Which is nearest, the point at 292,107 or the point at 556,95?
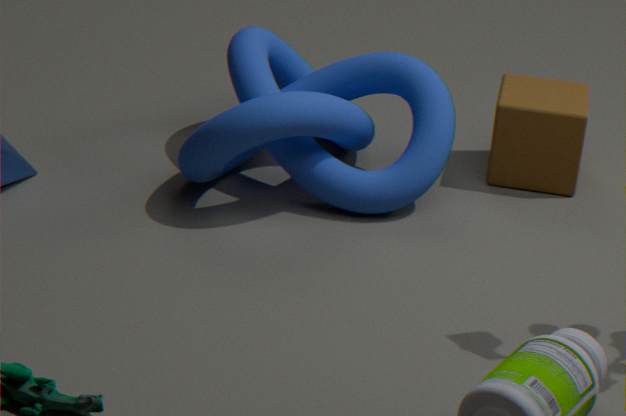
the point at 292,107
